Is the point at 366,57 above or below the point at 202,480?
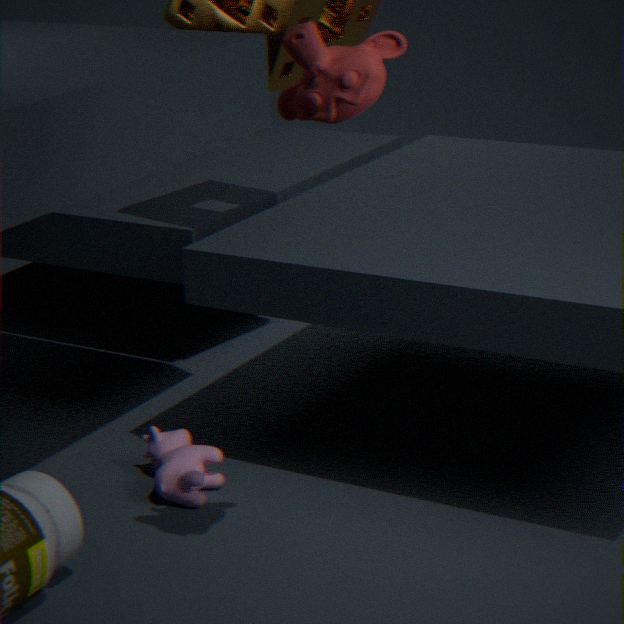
above
